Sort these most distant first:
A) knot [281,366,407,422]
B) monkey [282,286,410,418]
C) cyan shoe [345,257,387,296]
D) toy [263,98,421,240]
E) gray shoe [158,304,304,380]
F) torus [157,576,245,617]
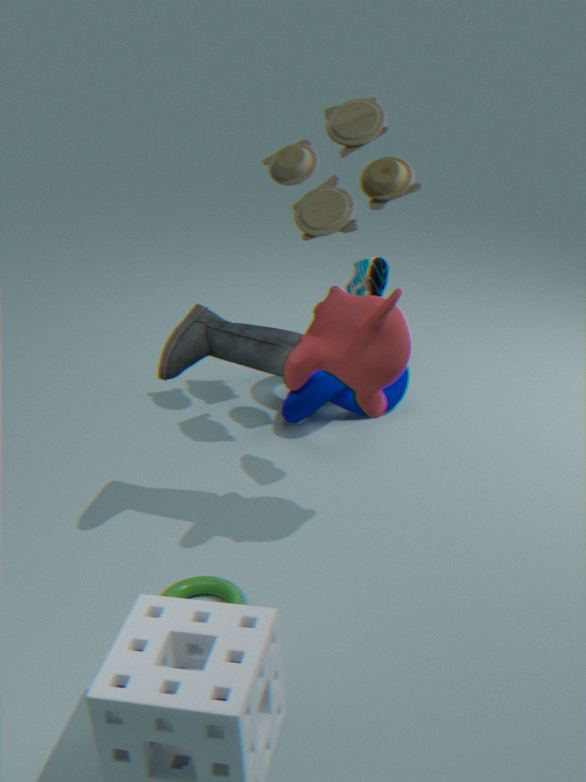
knot [281,366,407,422] → toy [263,98,421,240] → cyan shoe [345,257,387,296] → gray shoe [158,304,304,380] → torus [157,576,245,617] → monkey [282,286,410,418]
